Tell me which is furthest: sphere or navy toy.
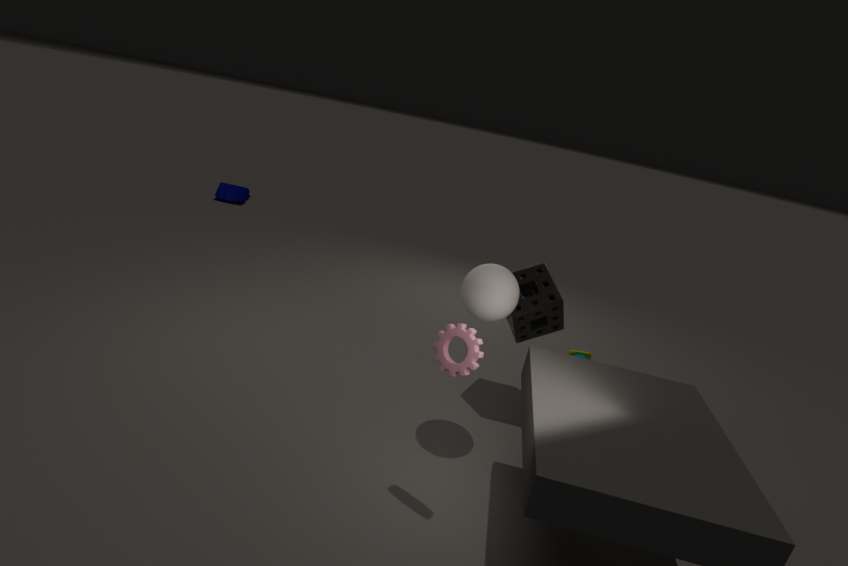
navy toy
